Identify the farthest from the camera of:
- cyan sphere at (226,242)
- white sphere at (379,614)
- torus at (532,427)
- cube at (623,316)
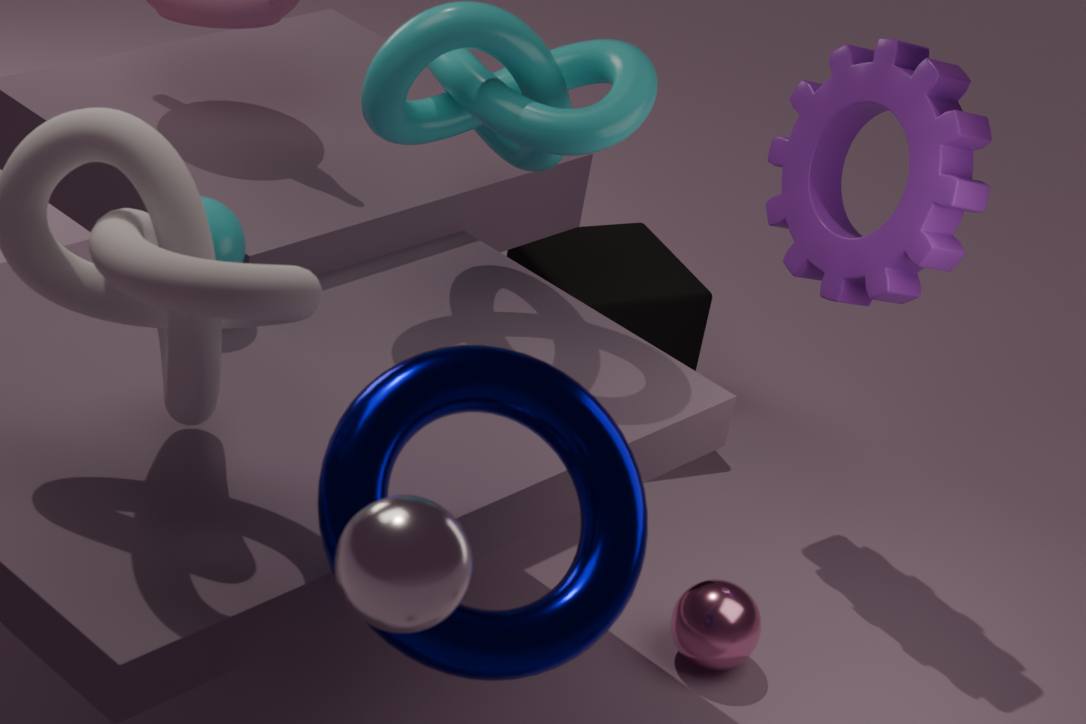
cube at (623,316)
